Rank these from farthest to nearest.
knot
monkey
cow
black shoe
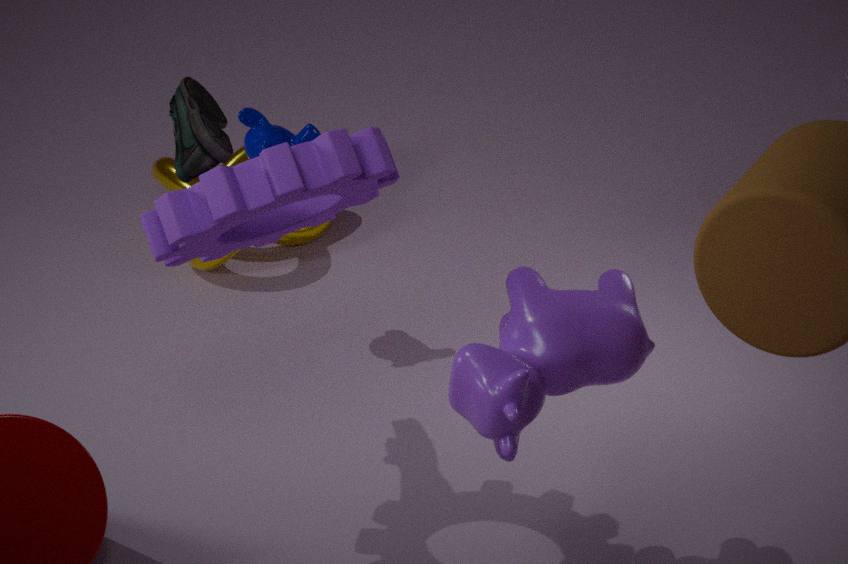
knot
monkey
black shoe
cow
